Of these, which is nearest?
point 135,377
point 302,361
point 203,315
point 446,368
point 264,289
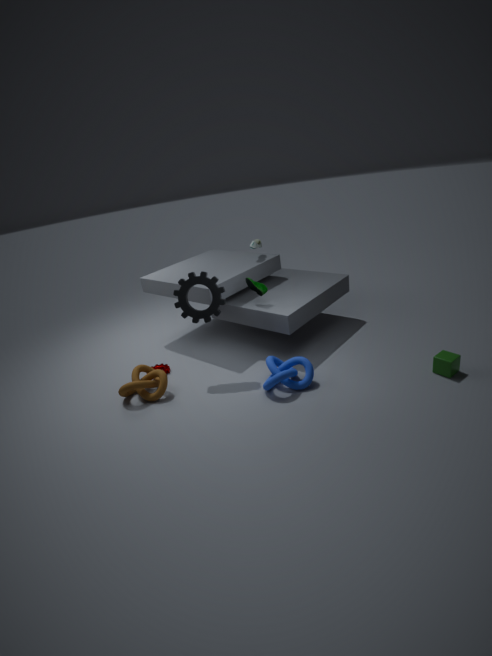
point 446,368
